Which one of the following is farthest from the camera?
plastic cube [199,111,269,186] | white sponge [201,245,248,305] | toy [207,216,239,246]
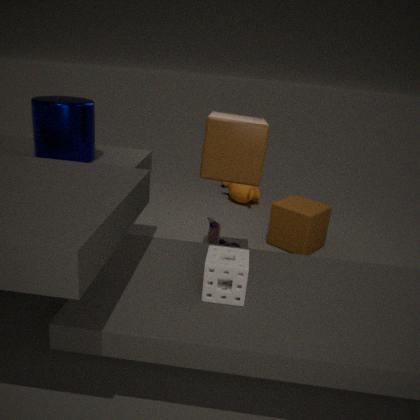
toy [207,216,239,246]
